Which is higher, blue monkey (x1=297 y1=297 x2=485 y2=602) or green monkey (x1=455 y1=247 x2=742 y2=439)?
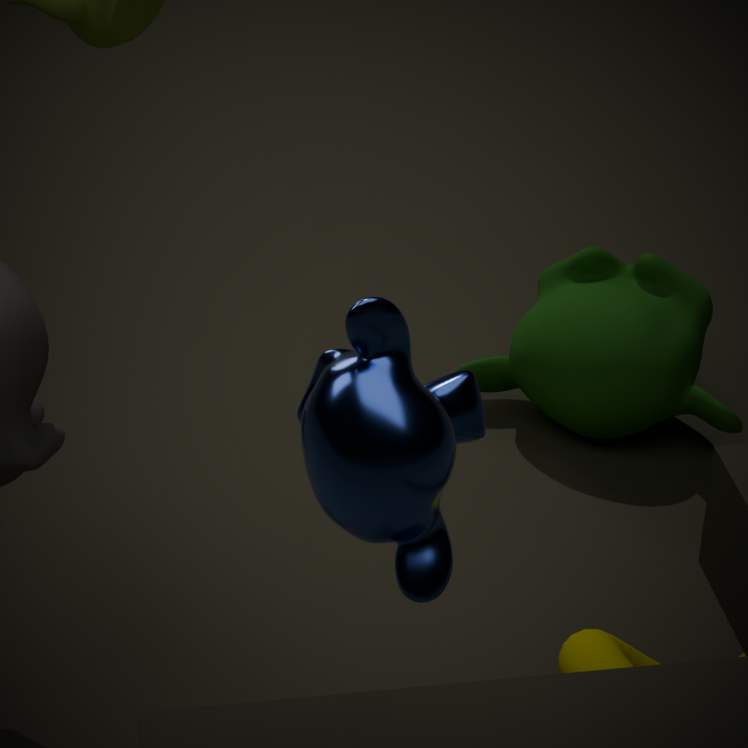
blue monkey (x1=297 y1=297 x2=485 y2=602)
